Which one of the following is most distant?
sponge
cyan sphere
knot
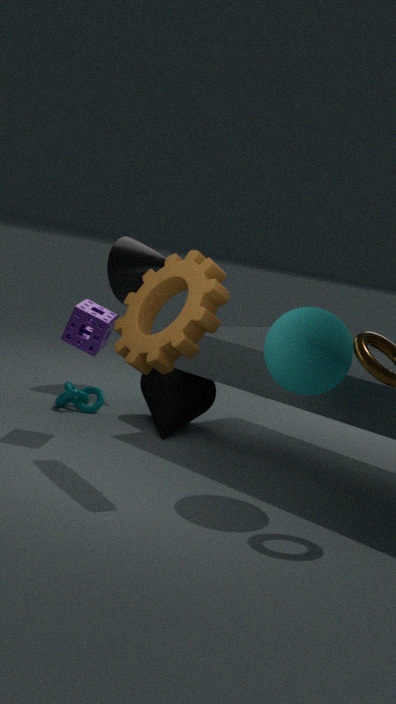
knot
